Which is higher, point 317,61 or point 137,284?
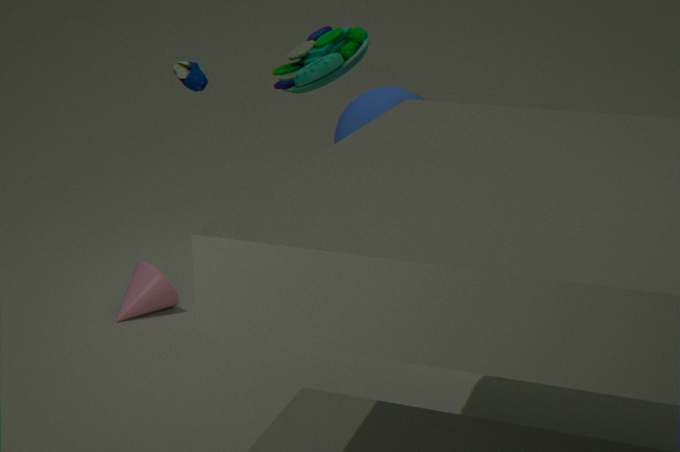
point 317,61
